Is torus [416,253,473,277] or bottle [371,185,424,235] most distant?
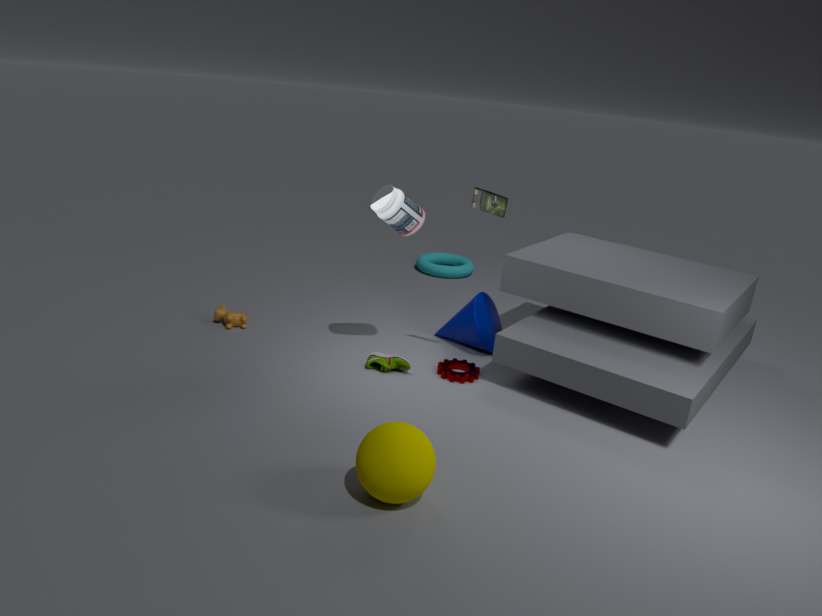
torus [416,253,473,277]
